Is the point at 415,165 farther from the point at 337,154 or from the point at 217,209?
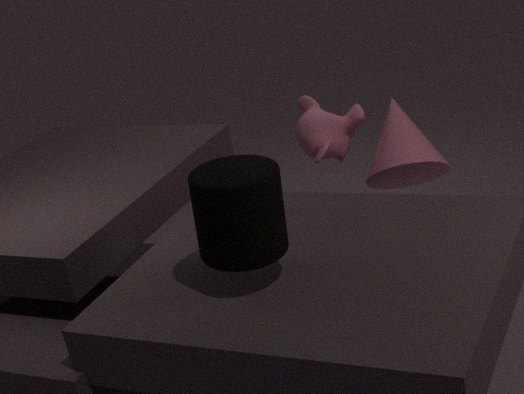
the point at 217,209
